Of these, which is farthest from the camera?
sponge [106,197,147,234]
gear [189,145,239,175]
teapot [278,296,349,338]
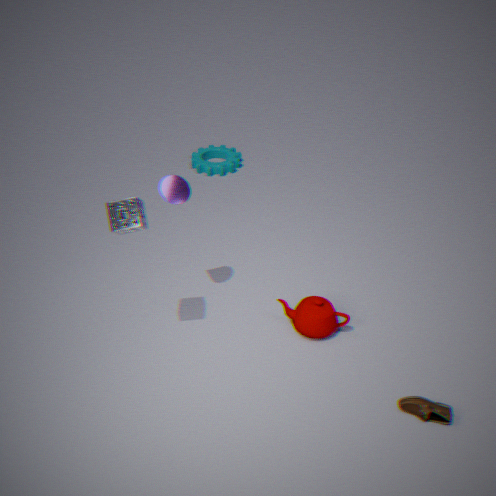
gear [189,145,239,175]
